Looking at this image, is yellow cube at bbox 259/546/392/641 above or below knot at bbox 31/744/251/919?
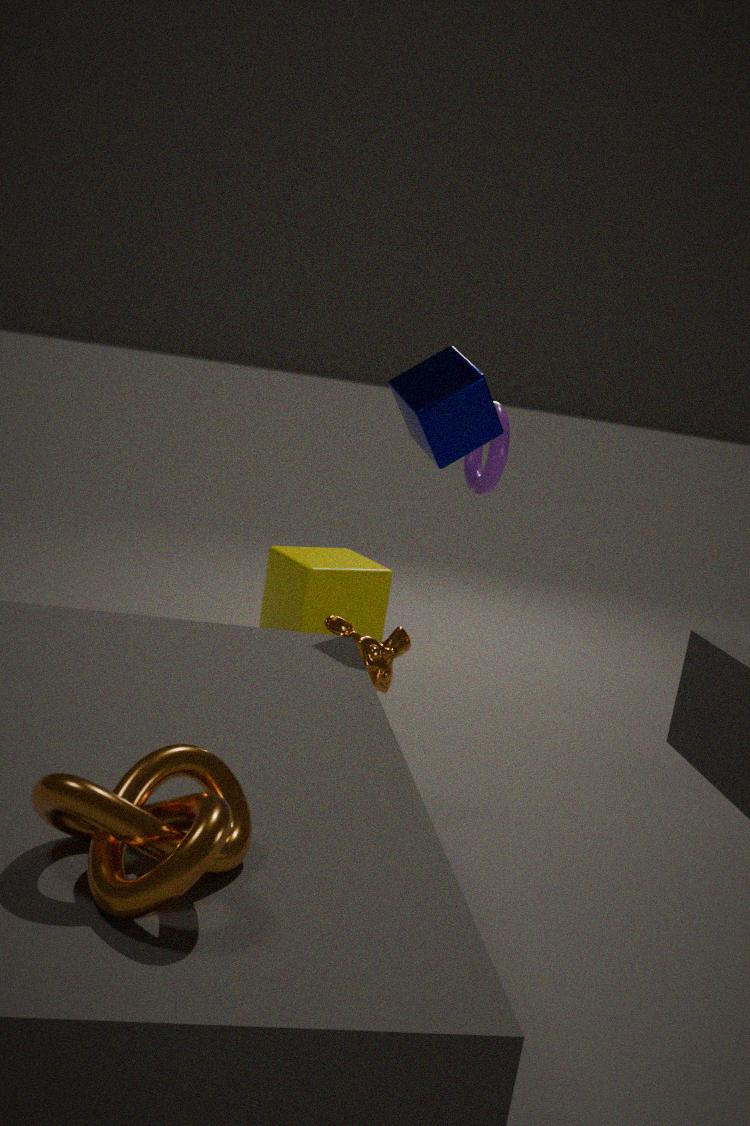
below
